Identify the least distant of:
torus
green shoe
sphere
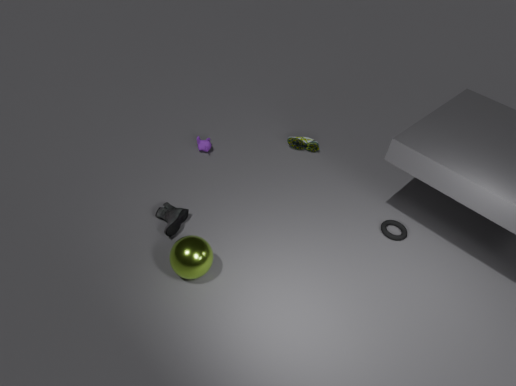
sphere
